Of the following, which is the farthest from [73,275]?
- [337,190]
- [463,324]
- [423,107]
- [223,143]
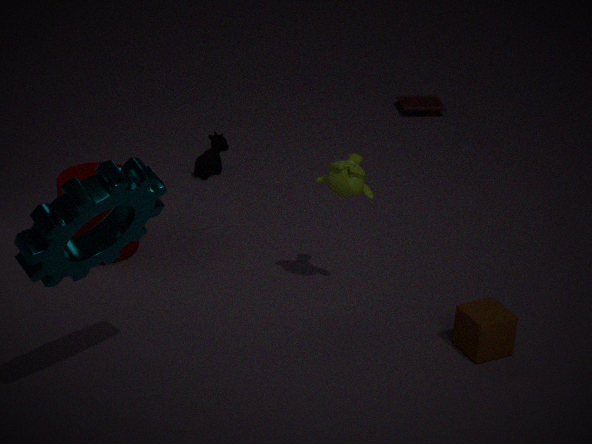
[423,107]
